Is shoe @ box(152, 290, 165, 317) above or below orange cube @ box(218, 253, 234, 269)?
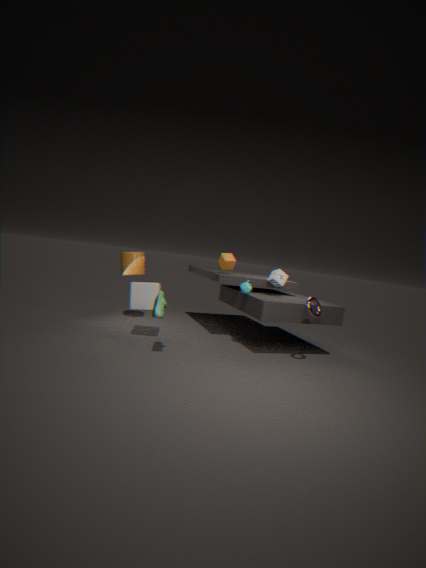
below
